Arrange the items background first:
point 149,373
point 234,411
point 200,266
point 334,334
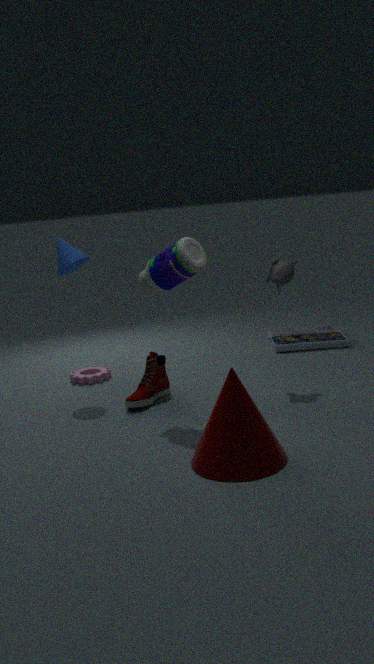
point 334,334 → point 149,373 → point 200,266 → point 234,411
